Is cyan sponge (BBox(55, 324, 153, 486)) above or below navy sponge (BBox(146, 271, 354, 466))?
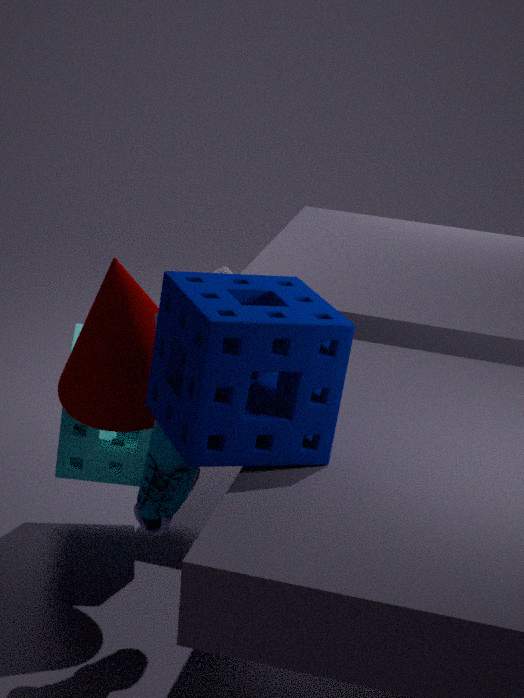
below
